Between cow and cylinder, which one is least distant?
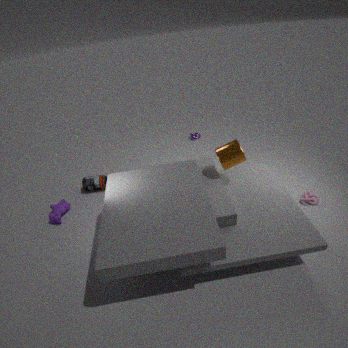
cylinder
